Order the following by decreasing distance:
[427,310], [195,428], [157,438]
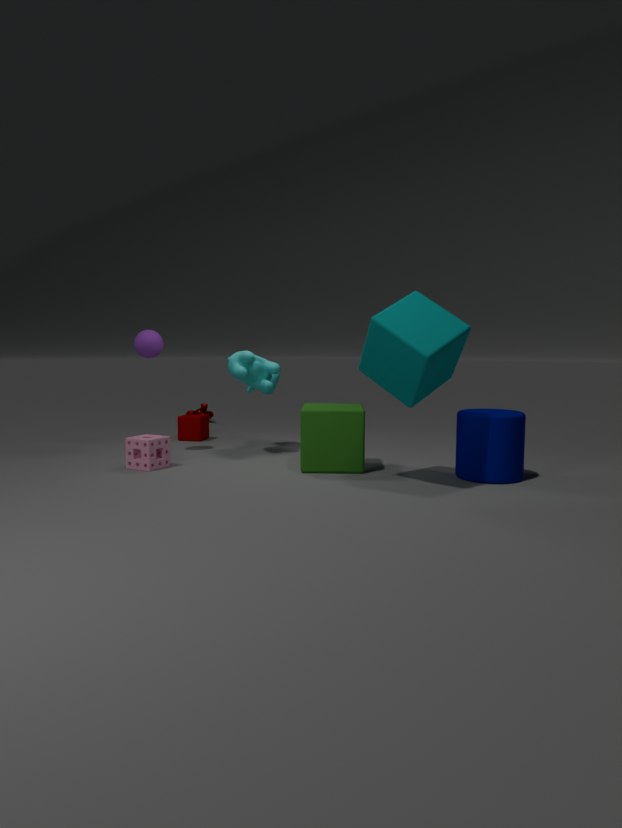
[195,428] < [157,438] < [427,310]
